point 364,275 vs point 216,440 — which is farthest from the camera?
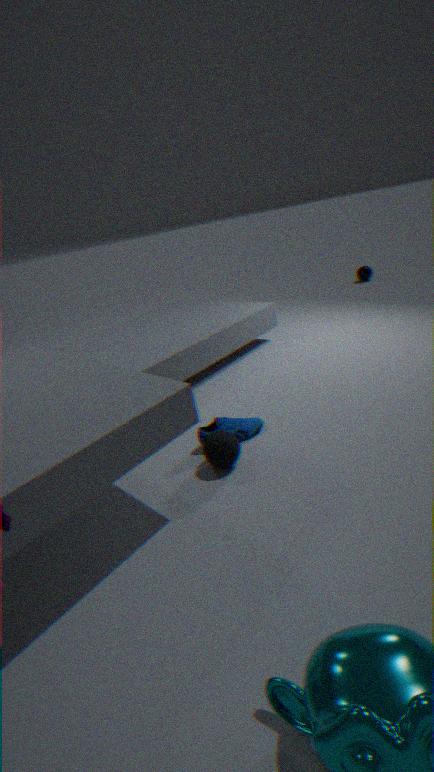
point 364,275
